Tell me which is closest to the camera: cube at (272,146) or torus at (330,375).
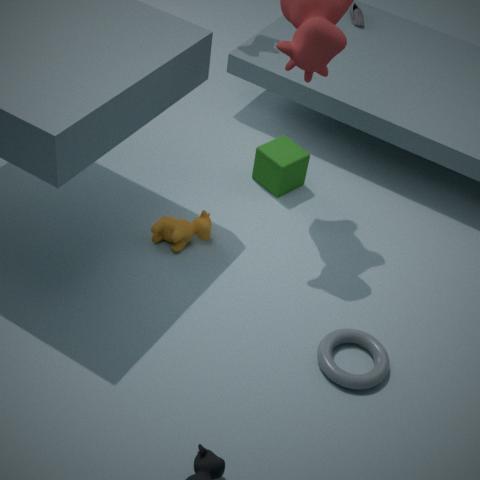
torus at (330,375)
